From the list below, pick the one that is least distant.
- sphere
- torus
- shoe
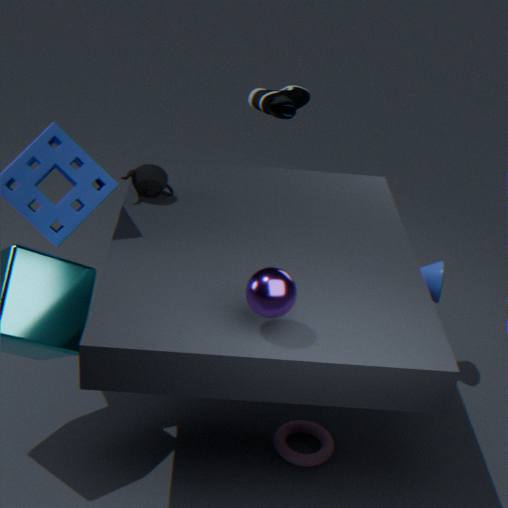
sphere
